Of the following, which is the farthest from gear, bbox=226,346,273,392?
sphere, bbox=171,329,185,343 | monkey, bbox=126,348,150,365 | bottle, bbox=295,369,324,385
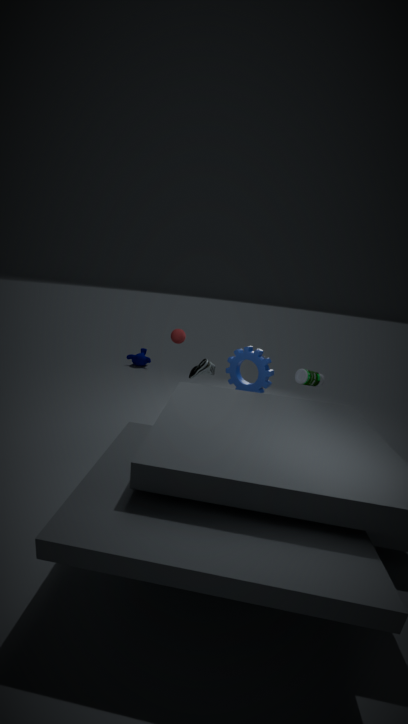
monkey, bbox=126,348,150,365
